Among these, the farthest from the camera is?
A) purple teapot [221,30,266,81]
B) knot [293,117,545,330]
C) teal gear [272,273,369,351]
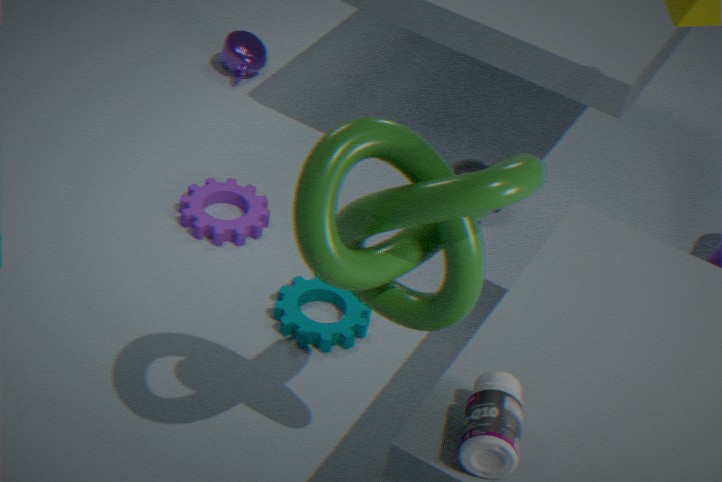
purple teapot [221,30,266,81]
